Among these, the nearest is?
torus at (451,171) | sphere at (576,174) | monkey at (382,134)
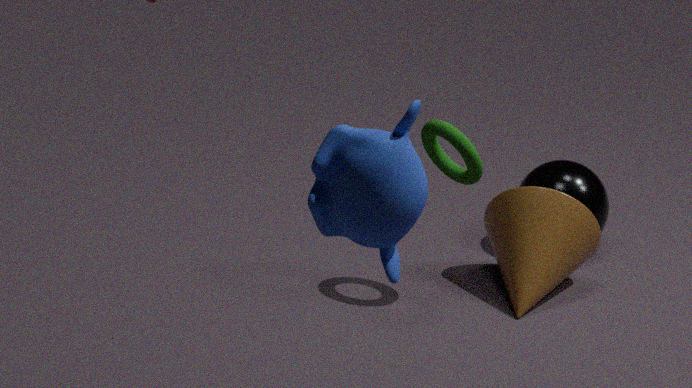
monkey at (382,134)
